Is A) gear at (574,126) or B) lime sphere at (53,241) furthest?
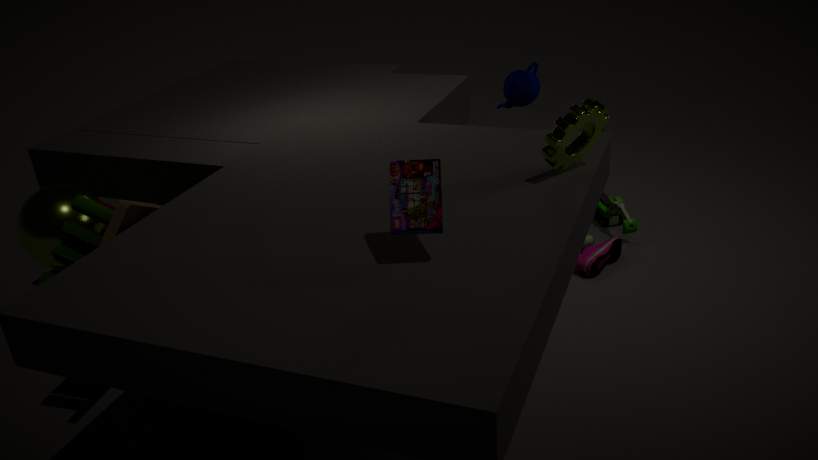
B. lime sphere at (53,241)
